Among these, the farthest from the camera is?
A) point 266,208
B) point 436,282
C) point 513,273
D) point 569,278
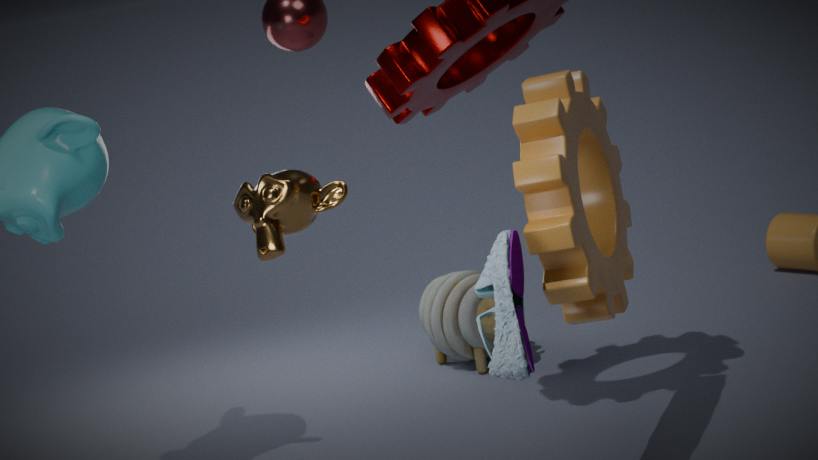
point 436,282
